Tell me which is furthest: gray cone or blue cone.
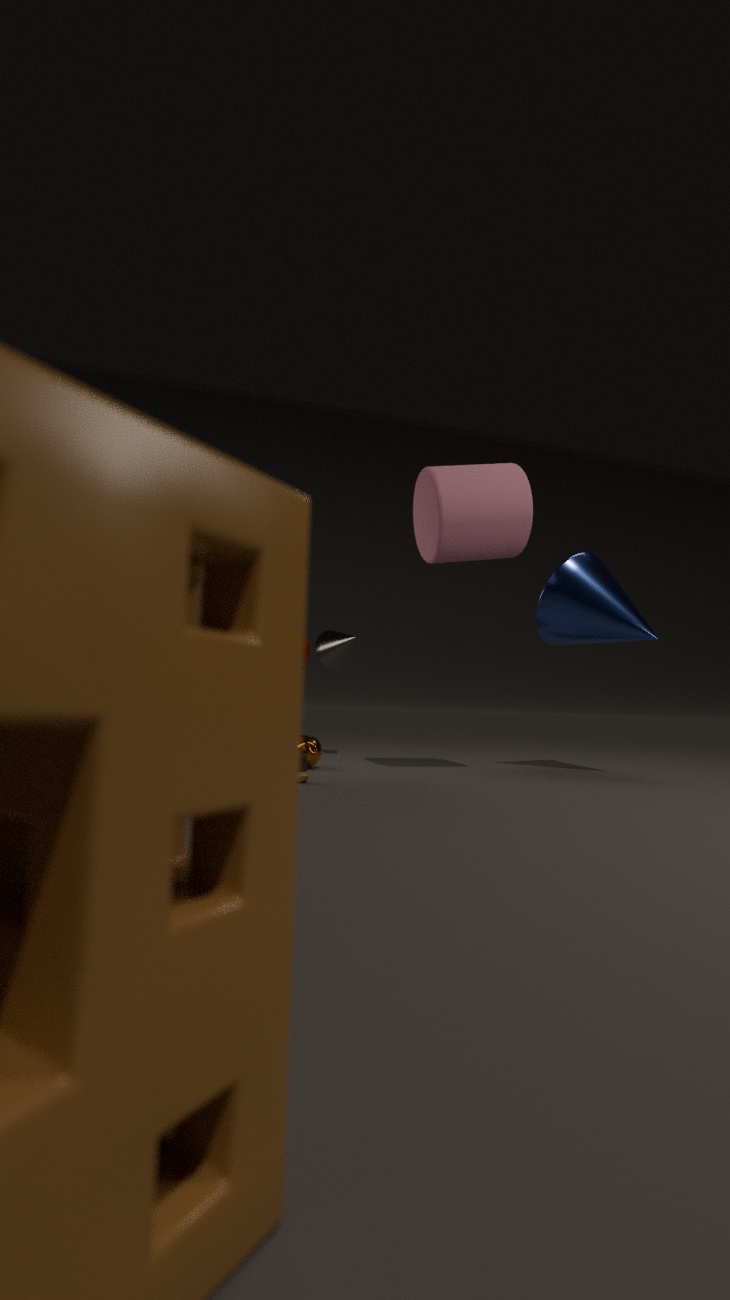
gray cone
